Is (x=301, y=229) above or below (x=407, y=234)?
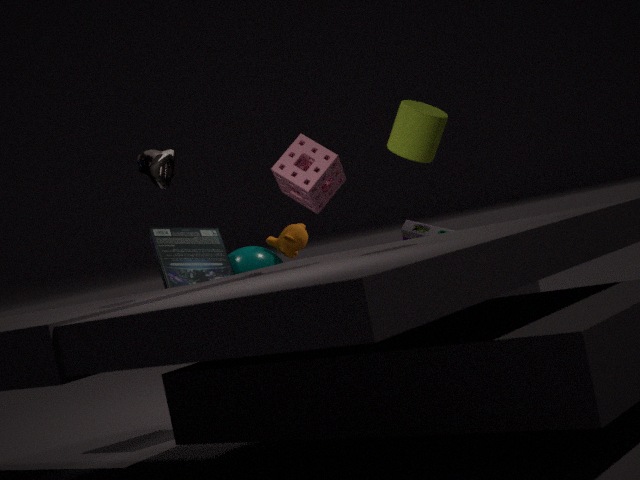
above
